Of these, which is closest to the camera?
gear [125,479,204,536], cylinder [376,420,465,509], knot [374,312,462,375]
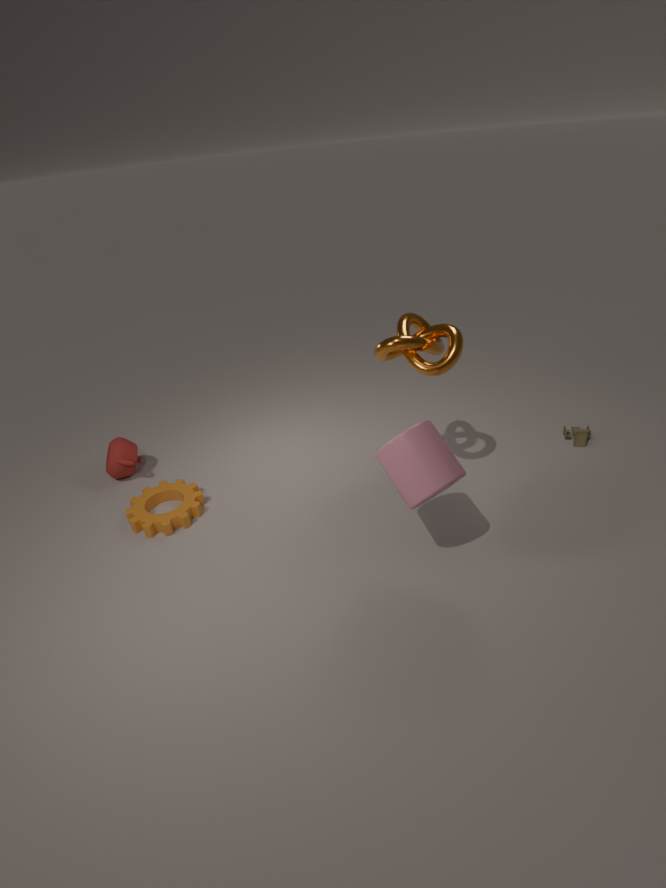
cylinder [376,420,465,509]
